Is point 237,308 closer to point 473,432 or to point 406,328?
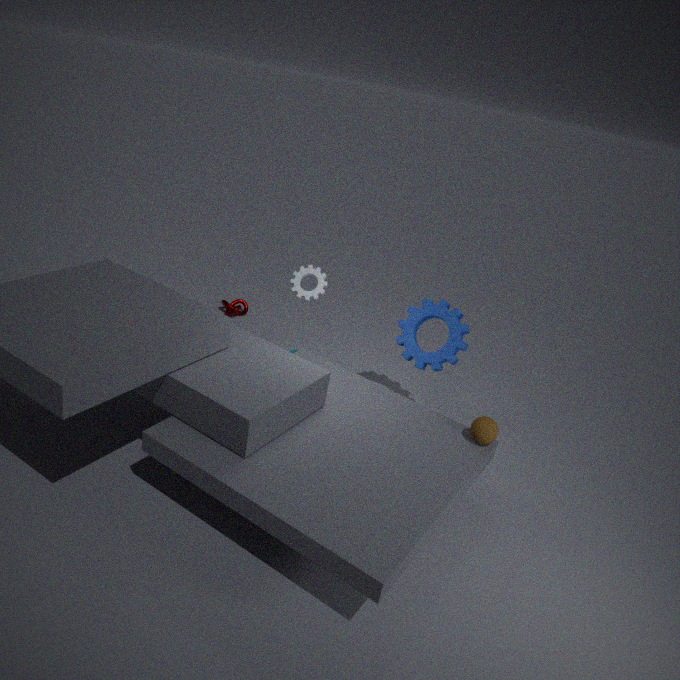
point 406,328
